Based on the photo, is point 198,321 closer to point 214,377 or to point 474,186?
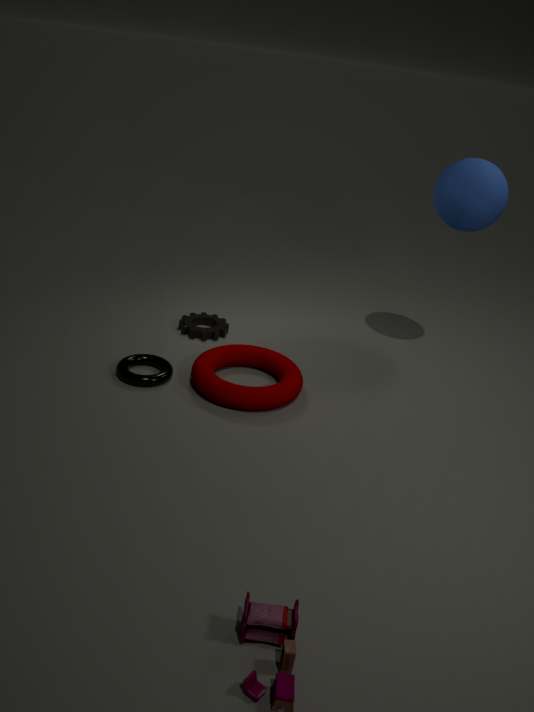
point 214,377
